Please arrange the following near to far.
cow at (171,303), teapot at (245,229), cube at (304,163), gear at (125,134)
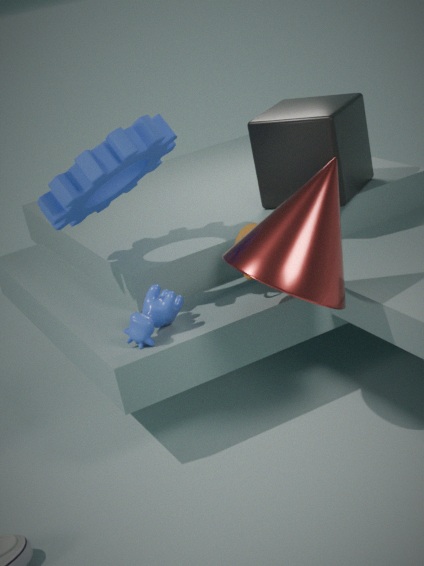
cow at (171,303) → gear at (125,134) → teapot at (245,229) → cube at (304,163)
